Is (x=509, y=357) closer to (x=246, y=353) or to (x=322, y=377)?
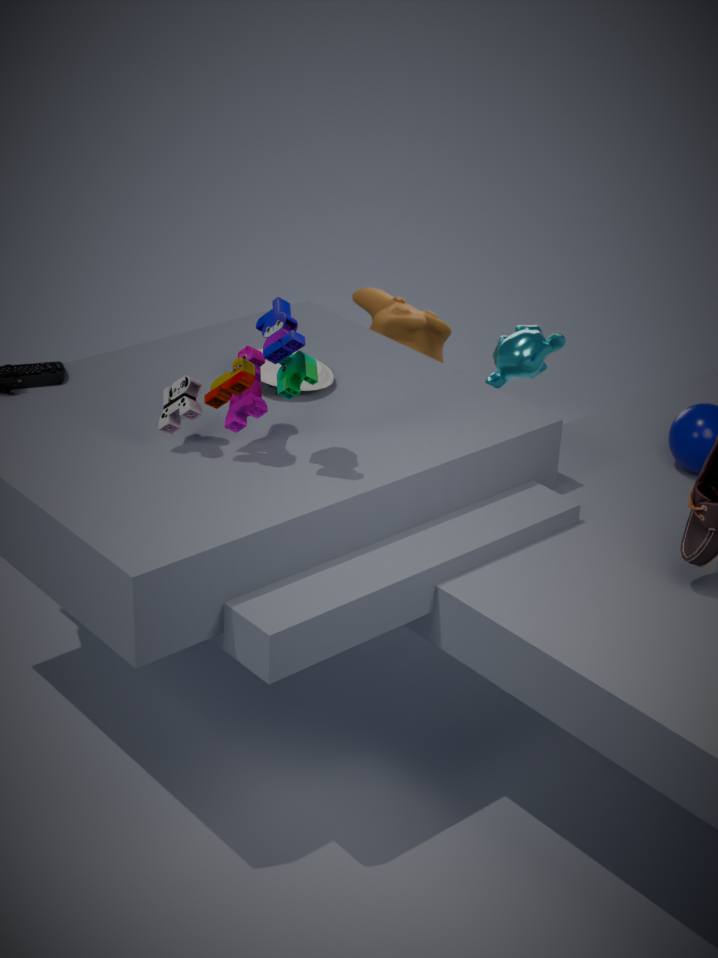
(x=322, y=377)
